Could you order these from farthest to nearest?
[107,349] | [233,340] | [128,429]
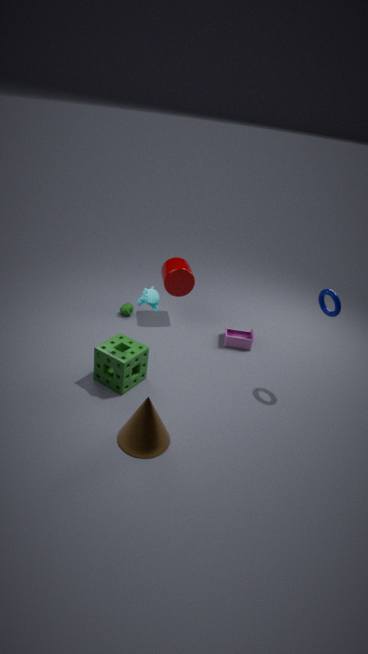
1. [233,340]
2. [107,349]
3. [128,429]
